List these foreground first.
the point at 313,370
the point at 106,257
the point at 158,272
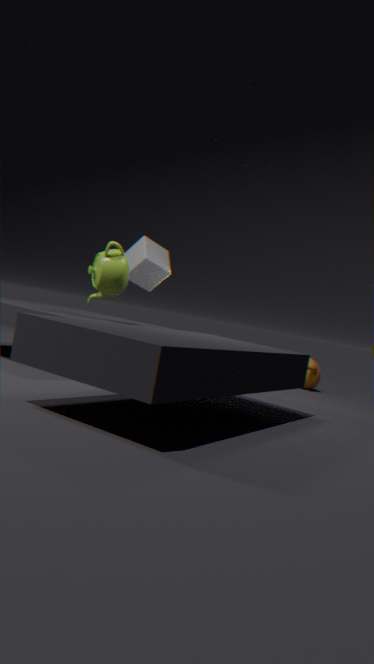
the point at 106,257 → the point at 313,370 → the point at 158,272
